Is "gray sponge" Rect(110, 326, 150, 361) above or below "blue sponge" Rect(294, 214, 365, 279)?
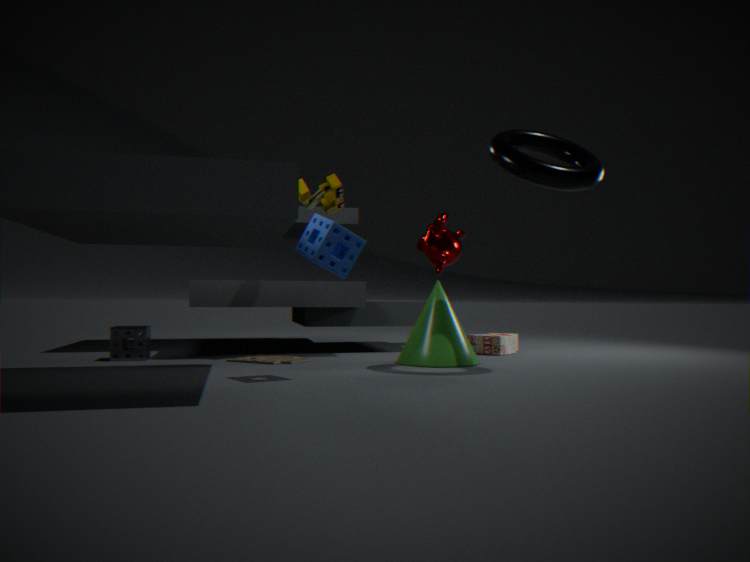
below
